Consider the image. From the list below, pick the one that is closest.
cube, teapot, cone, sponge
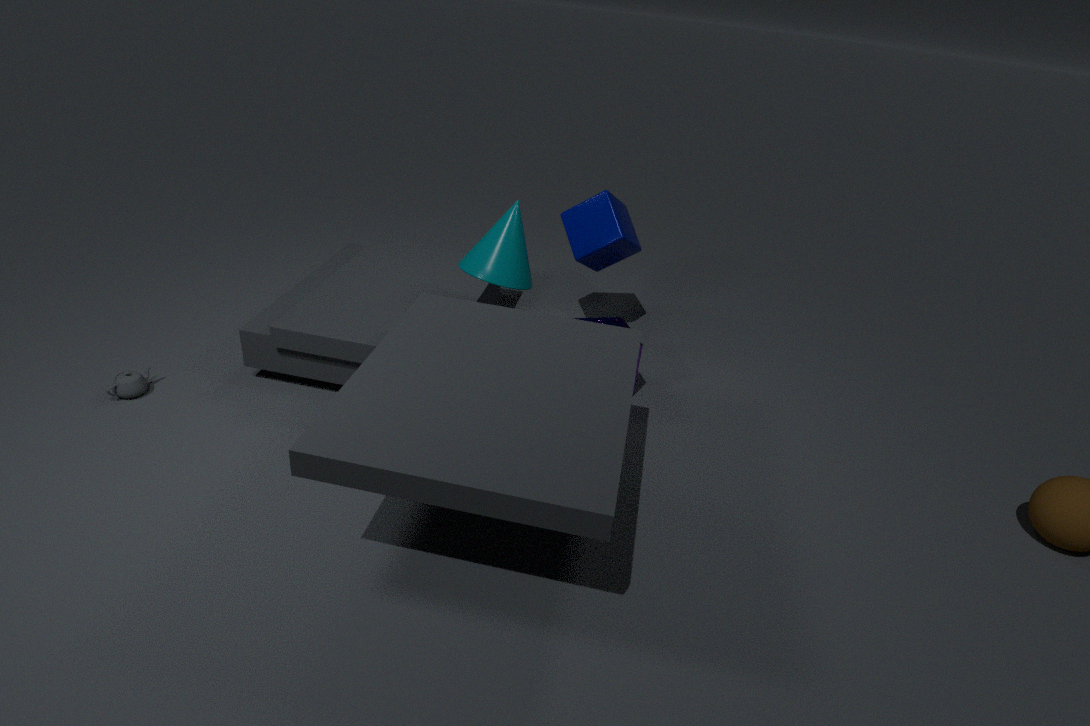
cone
